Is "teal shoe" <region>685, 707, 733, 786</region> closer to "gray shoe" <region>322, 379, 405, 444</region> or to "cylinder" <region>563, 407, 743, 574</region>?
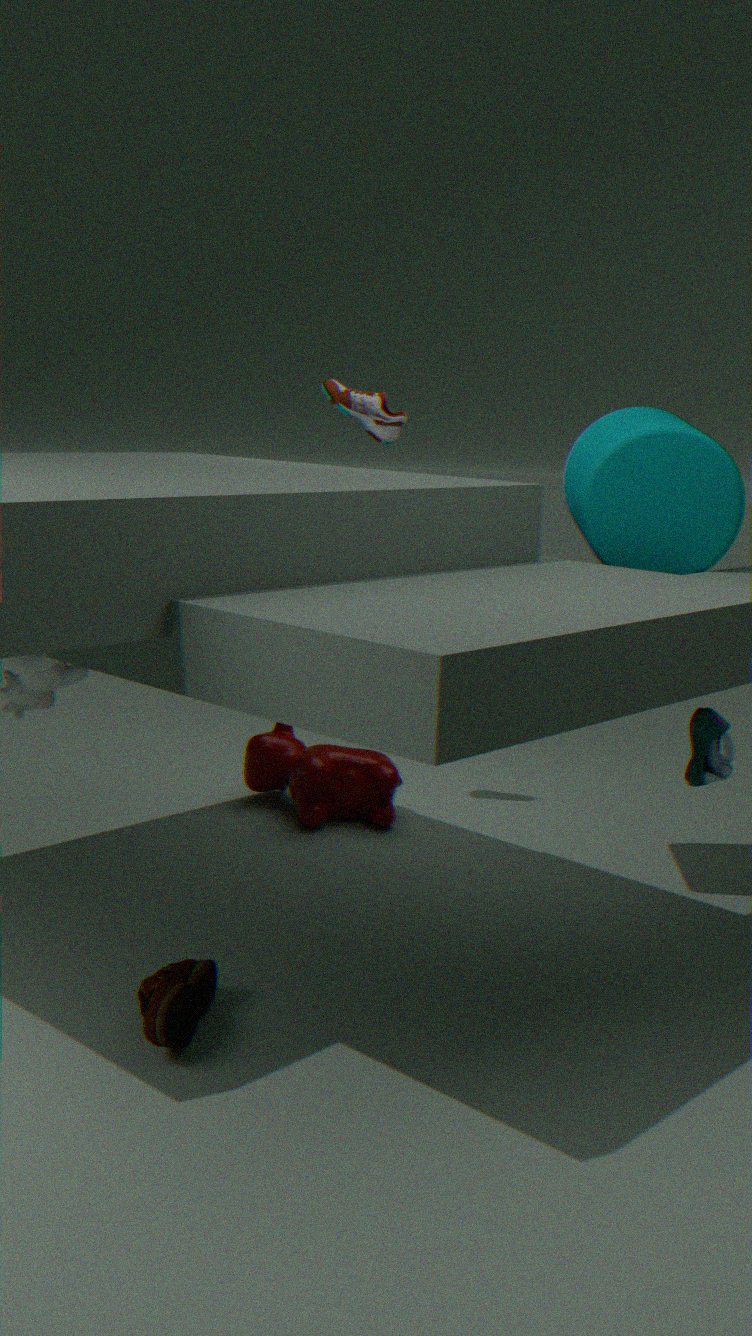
"cylinder" <region>563, 407, 743, 574</region>
